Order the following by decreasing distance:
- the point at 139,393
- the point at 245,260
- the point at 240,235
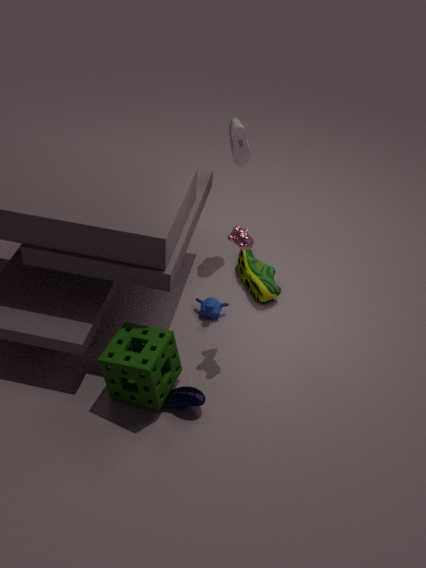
the point at 245,260, the point at 240,235, the point at 139,393
